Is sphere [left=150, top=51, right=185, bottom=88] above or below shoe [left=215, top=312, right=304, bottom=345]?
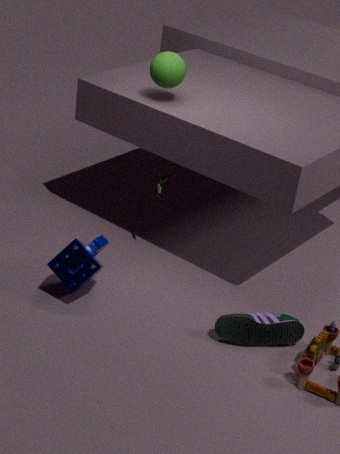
above
